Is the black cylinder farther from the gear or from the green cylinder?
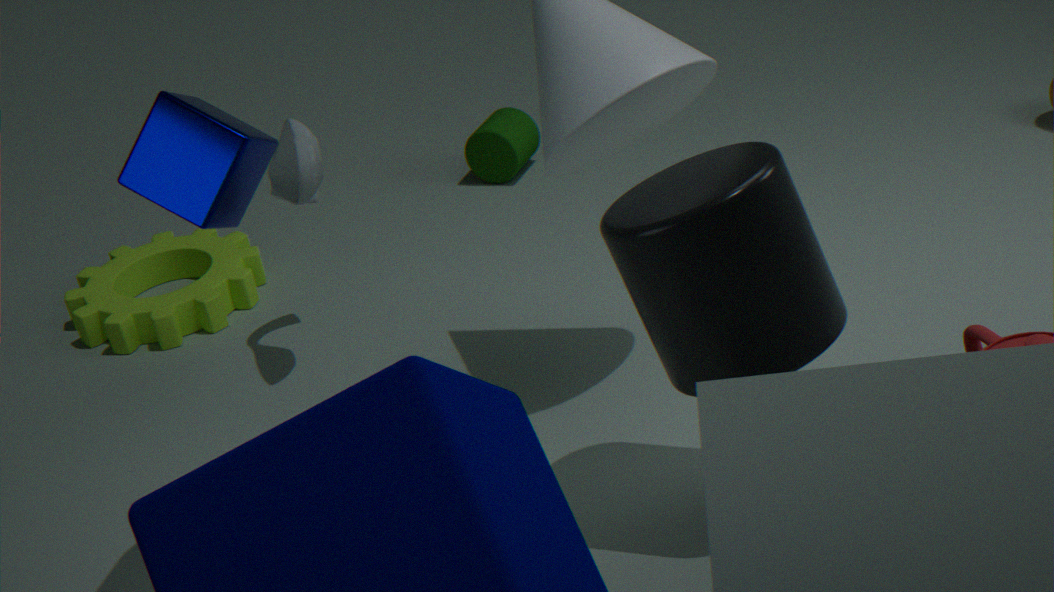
the green cylinder
